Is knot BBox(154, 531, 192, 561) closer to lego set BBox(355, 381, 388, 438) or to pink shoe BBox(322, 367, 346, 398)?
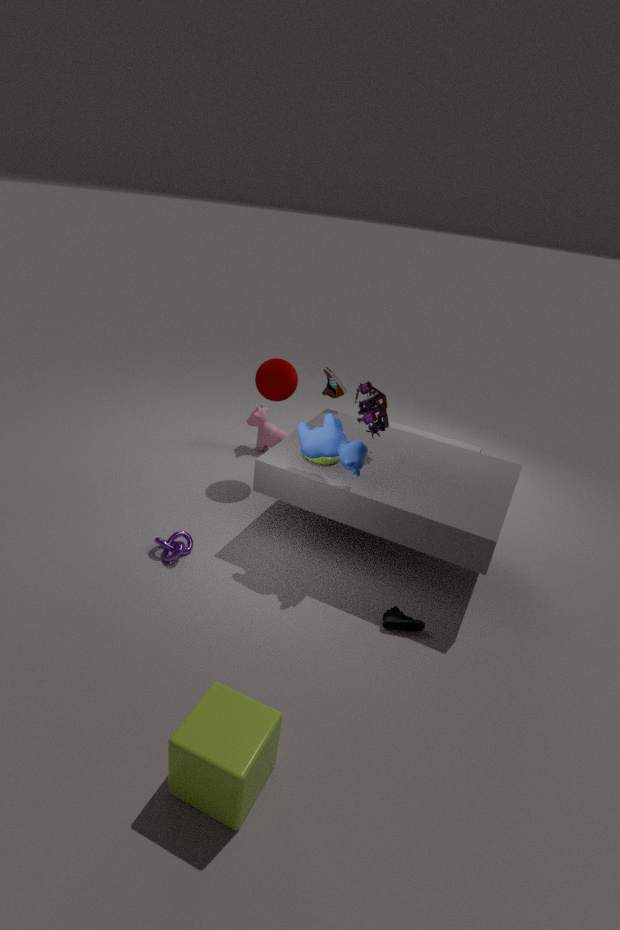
lego set BBox(355, 381, 388, 438)
